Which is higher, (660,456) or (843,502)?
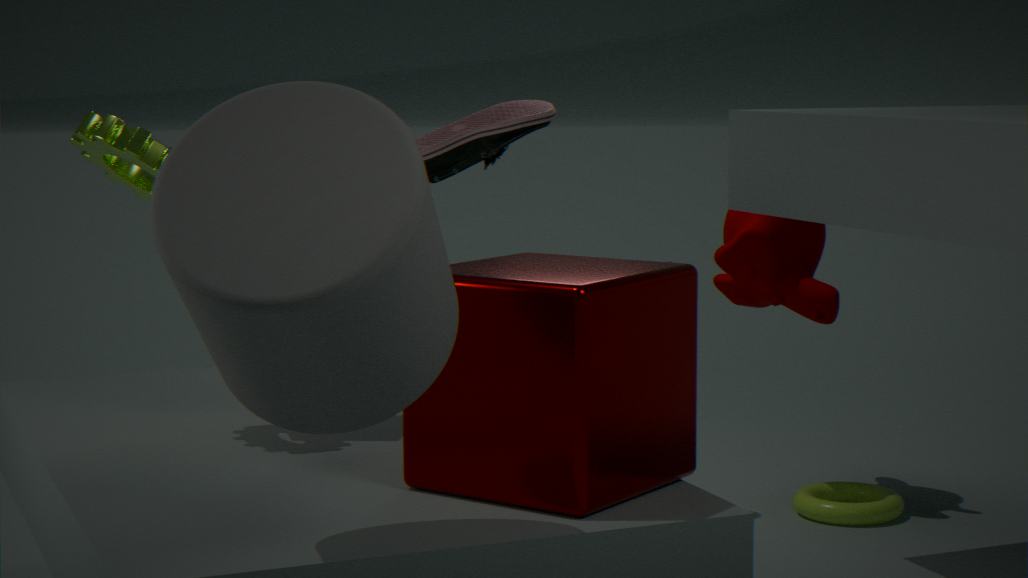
(660,456)
